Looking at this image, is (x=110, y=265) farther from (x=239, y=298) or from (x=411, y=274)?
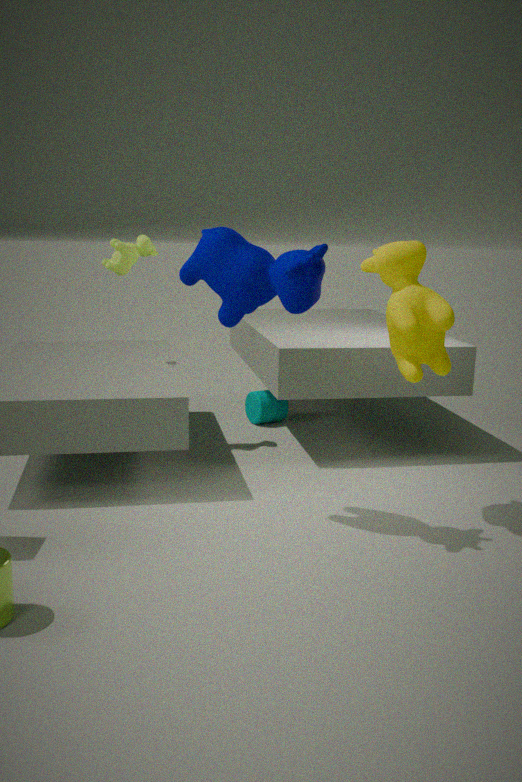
(x=411, y=274)
